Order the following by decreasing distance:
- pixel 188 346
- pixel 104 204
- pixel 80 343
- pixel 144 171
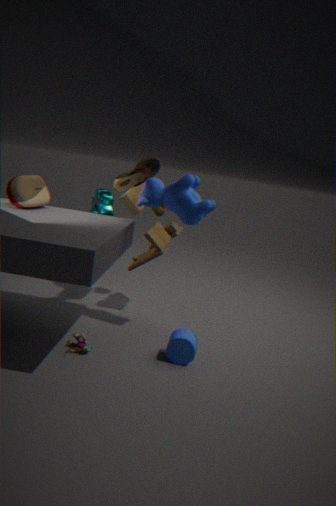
1. pixel 104 204
2. pixel 144 171
3. pixel 188 346
4. pixel 80 343
